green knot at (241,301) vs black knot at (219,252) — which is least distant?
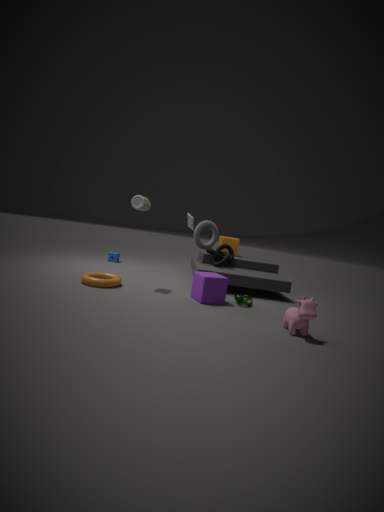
green knot at (241,301)
